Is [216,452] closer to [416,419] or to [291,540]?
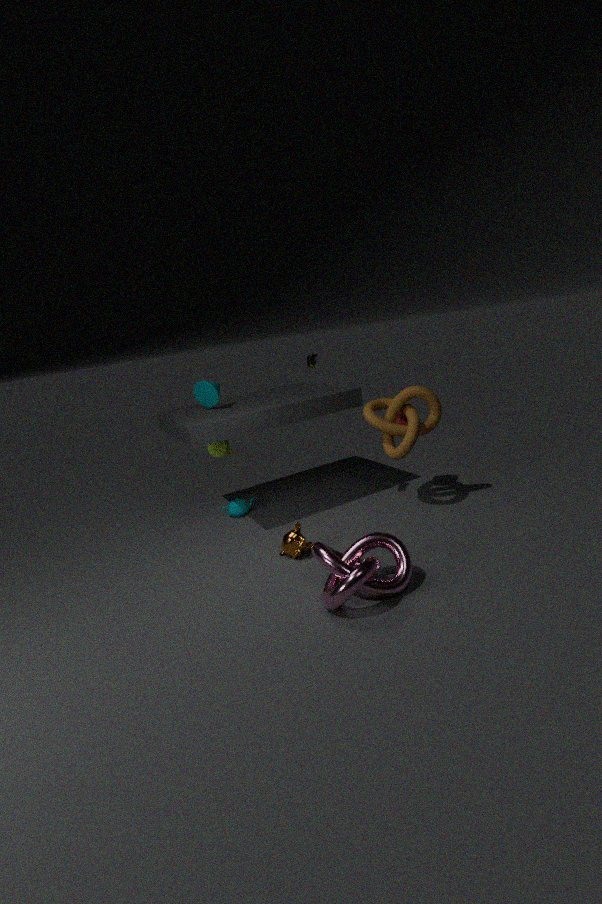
[291,540]
